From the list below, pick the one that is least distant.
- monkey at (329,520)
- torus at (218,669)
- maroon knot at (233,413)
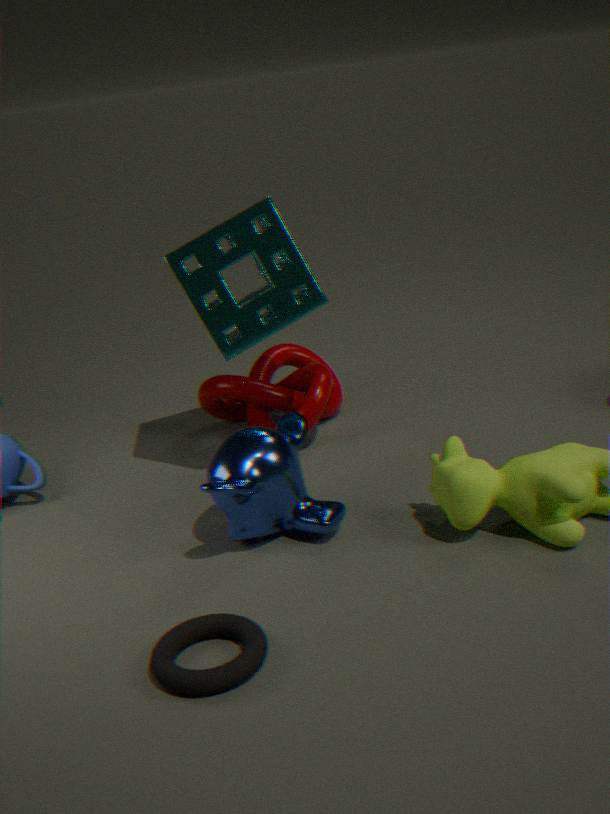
torus at (218,669)
